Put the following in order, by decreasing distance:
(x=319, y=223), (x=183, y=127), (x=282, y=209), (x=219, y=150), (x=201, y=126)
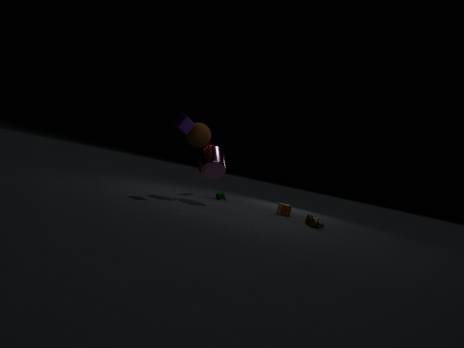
(x=282, y=209)
(x=219, y=150)
(x=201, y=126)
(x=319, y=223)
(x=183, y=127)
